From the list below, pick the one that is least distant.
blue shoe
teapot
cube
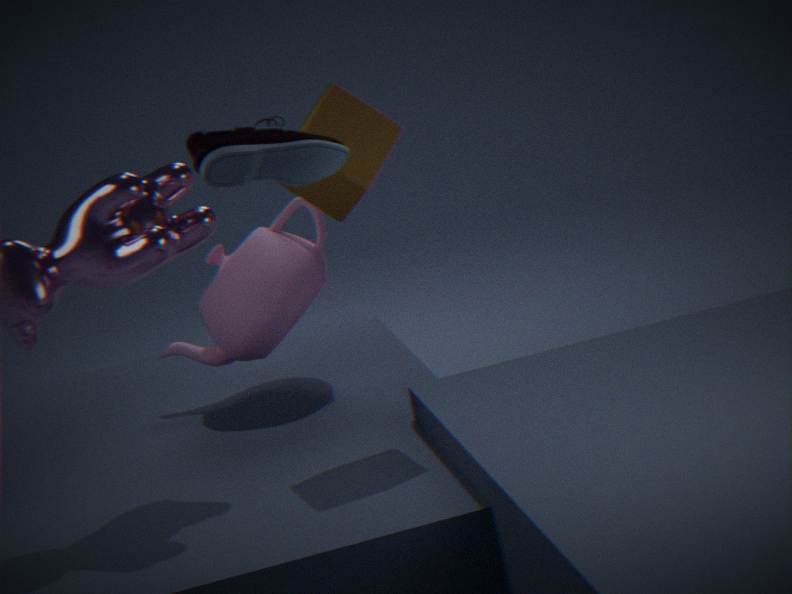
blue shoe
